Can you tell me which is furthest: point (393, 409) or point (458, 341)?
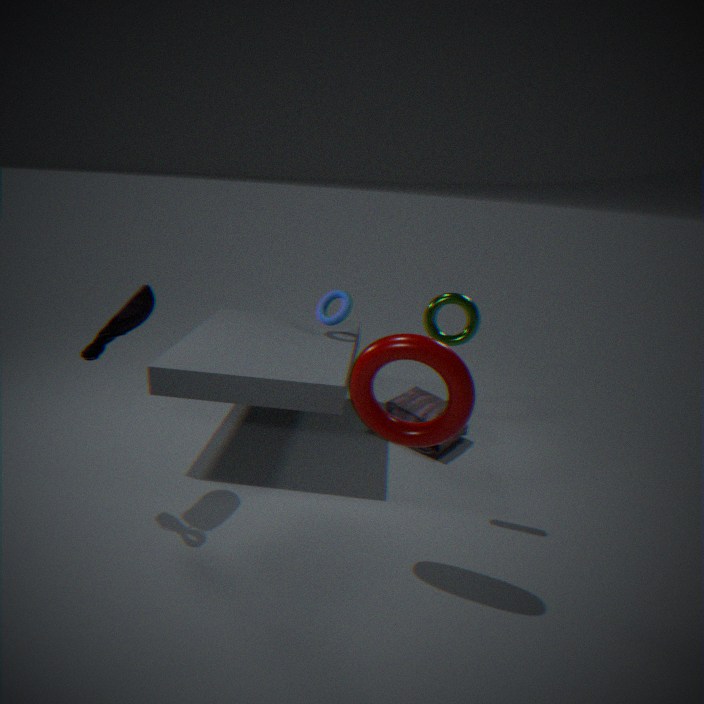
point (393, 409)
